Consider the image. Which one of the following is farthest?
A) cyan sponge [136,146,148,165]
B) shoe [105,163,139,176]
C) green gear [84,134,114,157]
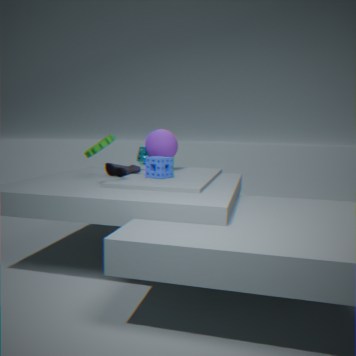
cyan sponge [136,146,148,165]
